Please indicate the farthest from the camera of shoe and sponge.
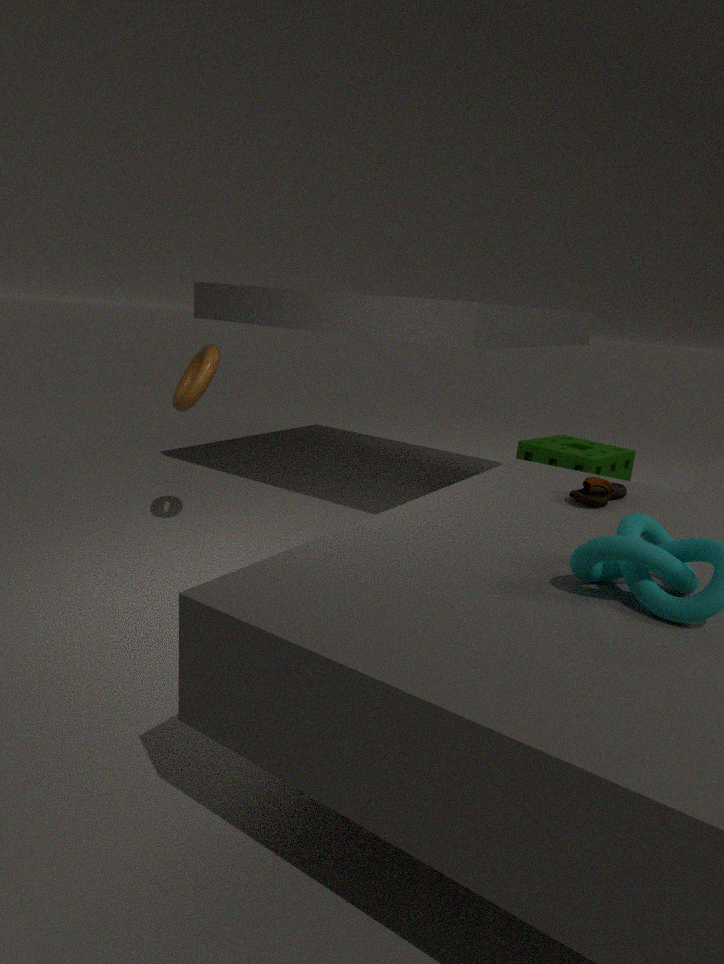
sponge
